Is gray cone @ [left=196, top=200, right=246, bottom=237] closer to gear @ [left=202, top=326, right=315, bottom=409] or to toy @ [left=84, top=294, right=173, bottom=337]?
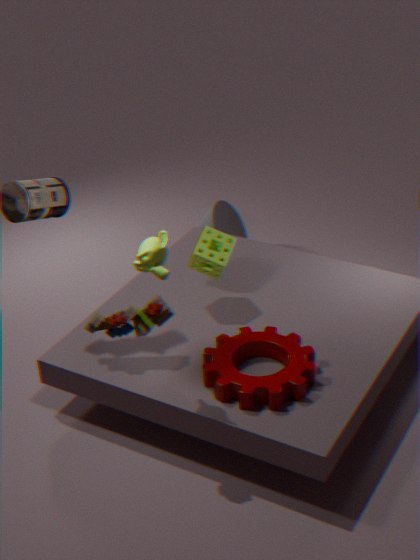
gear @ [left=202, top=326, right=315, bottom=409]
